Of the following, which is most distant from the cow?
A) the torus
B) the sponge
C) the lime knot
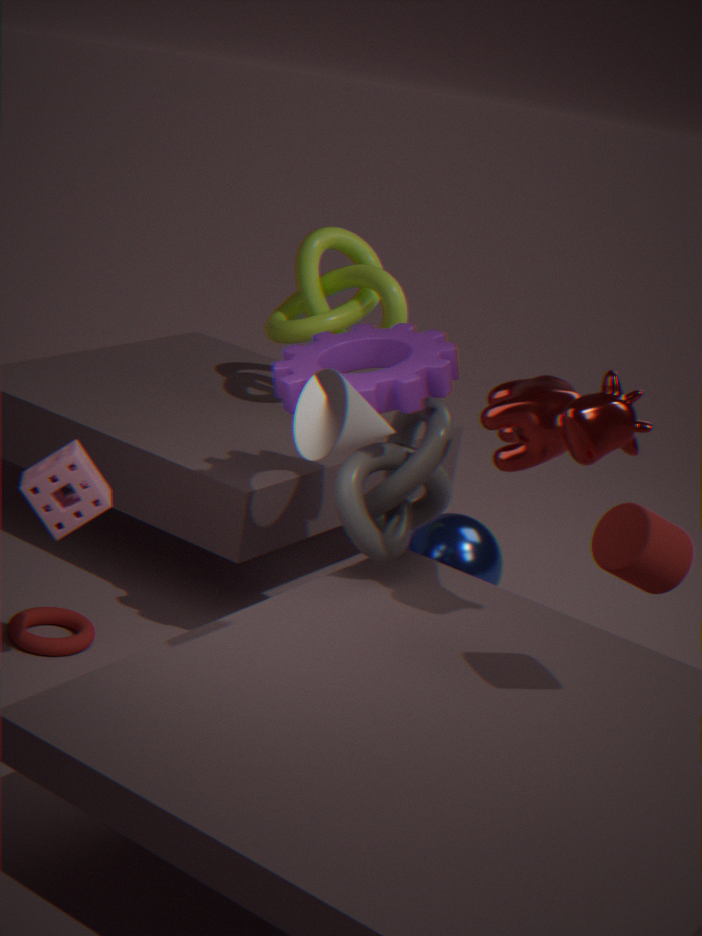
the torus
